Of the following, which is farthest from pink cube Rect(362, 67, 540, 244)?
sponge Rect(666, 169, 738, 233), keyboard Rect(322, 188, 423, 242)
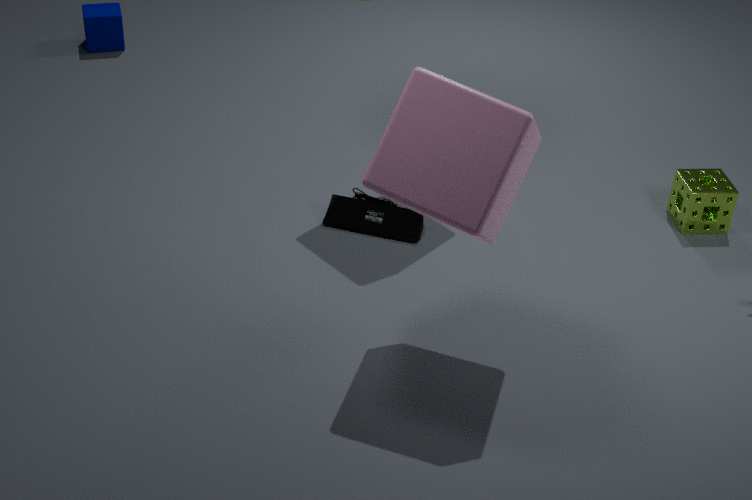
sponge Rect(666, 169, 738, 233)
